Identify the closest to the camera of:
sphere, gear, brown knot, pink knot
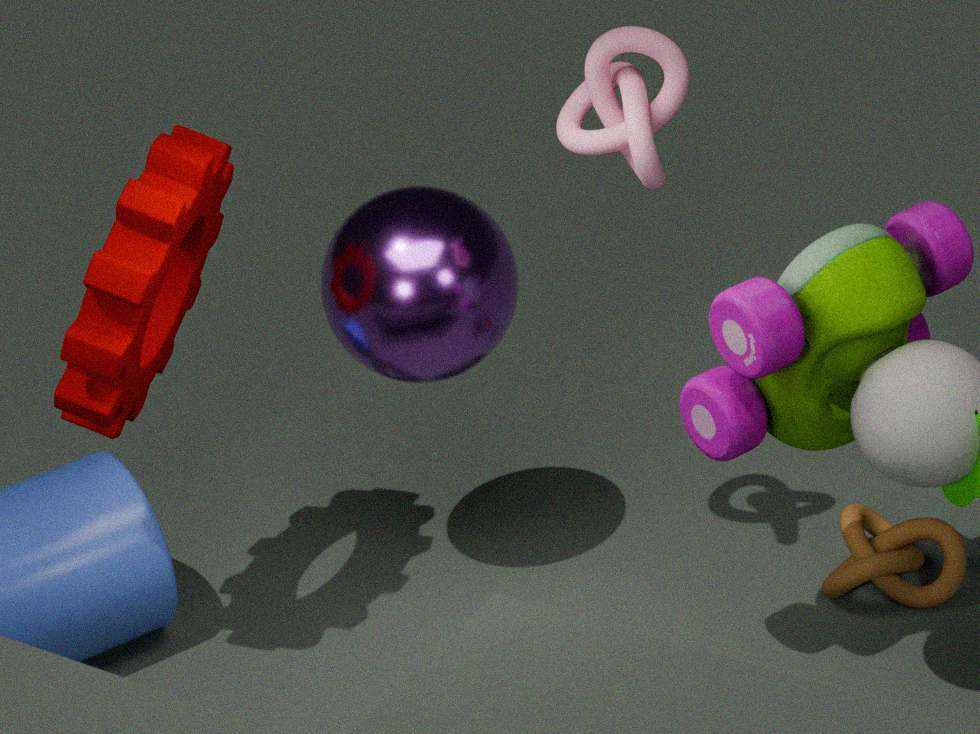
pink knot
